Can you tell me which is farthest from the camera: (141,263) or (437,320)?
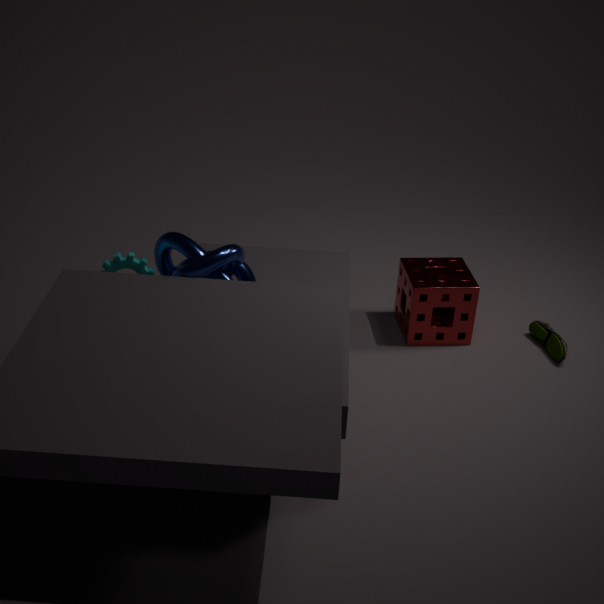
(437,320)
